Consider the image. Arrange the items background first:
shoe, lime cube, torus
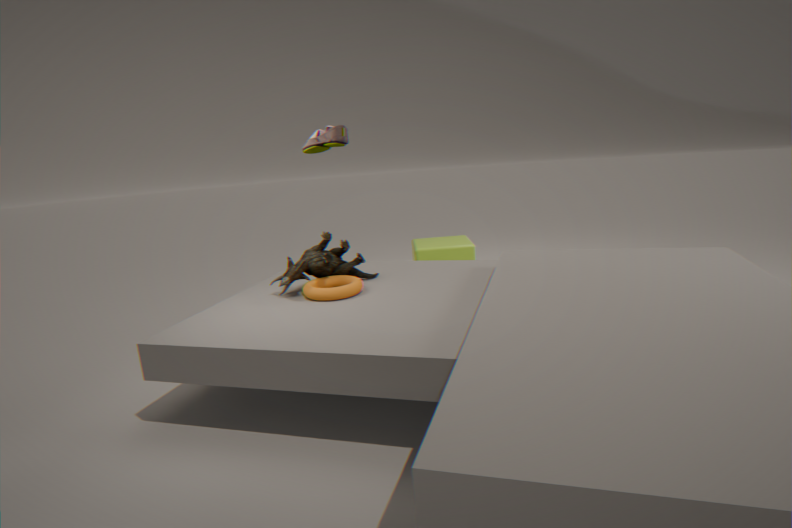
lime cube → torus → shoe
